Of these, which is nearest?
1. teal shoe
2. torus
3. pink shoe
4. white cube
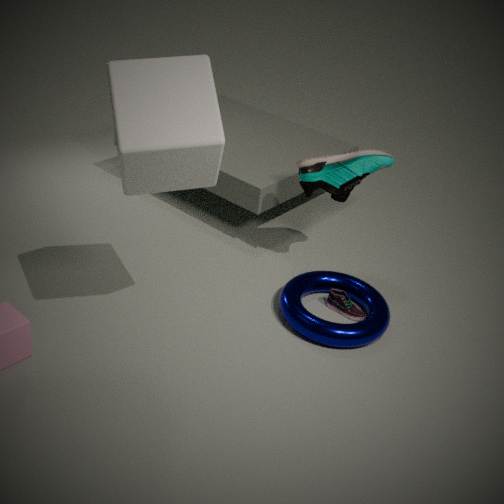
white cube
